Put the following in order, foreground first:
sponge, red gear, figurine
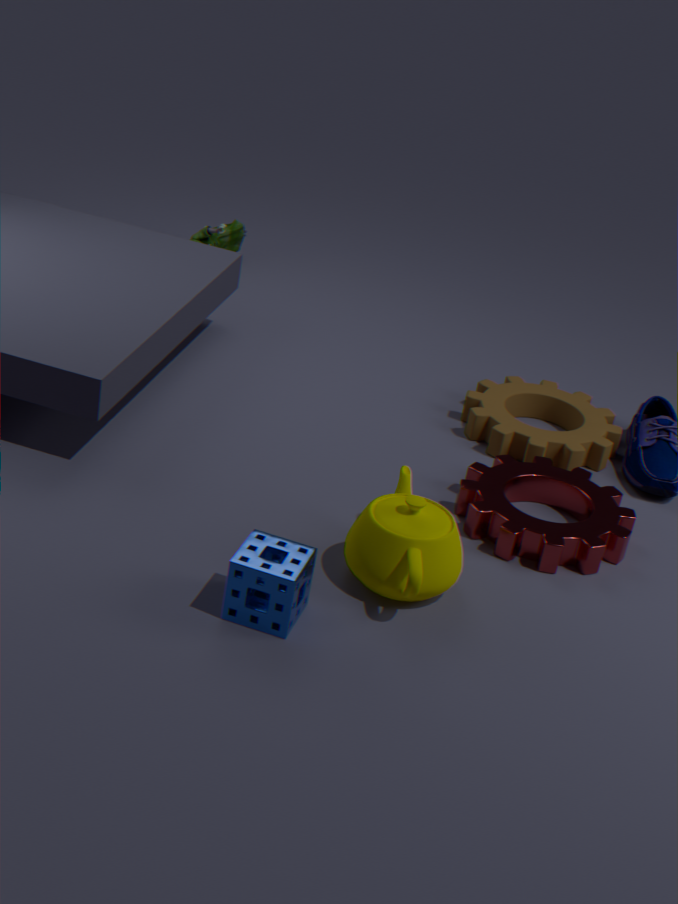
sponge, red gear, figurine
